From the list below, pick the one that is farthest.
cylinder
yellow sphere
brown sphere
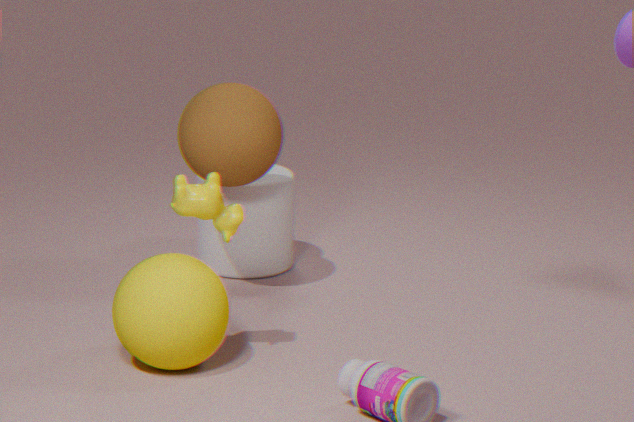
cylinder
